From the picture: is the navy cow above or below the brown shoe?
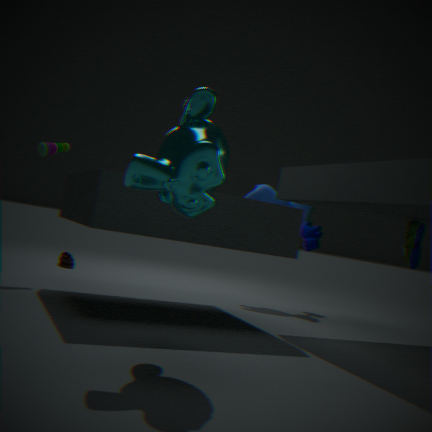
above
